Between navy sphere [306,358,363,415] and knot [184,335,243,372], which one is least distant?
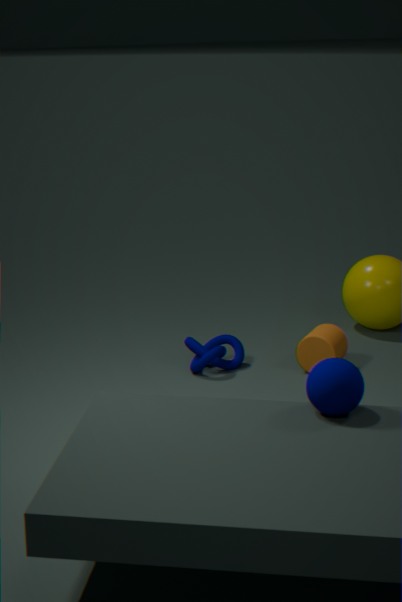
navy sphere [306,358,363,415]
